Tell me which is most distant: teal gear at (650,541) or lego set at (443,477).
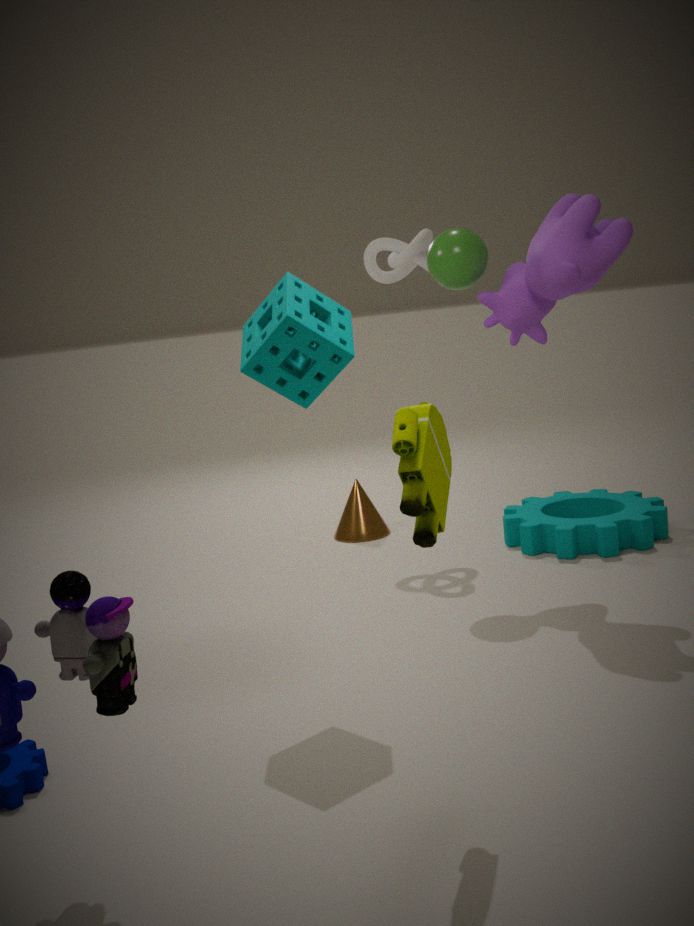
teal gear at (650,541)
